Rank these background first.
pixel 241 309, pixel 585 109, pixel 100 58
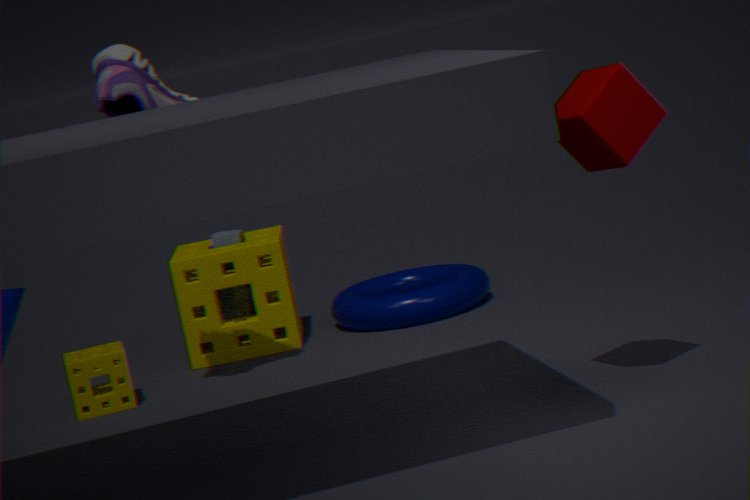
pixel 241 309 → pixel 100 58 → pixel 585 109
